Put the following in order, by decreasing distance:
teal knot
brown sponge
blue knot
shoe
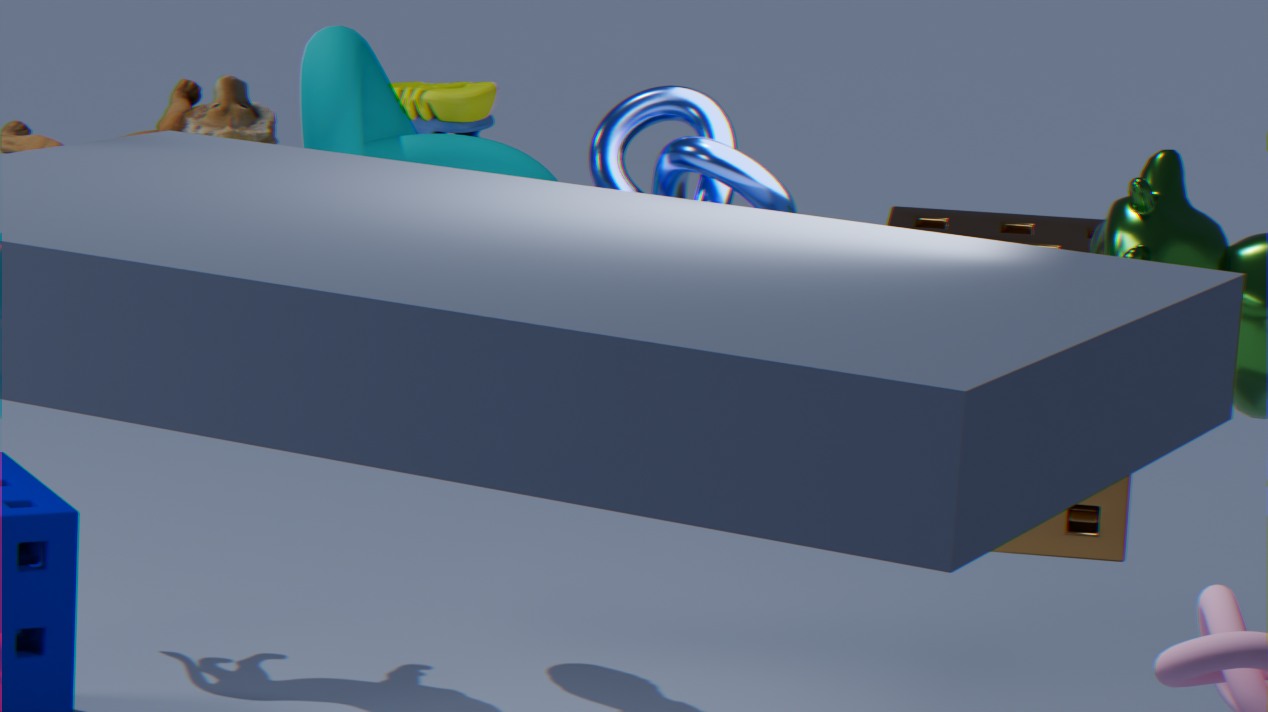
shoe, brown sponge, teal knot, blue knot
